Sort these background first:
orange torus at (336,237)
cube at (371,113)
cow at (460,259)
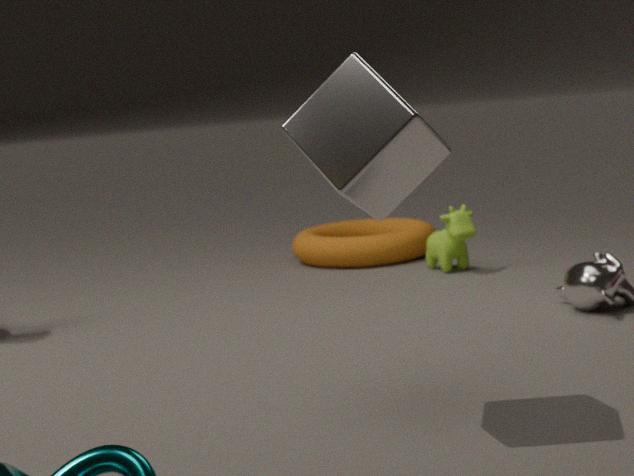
orange torus at (336,237) < cow at (460,259) < cube at (371,113)
